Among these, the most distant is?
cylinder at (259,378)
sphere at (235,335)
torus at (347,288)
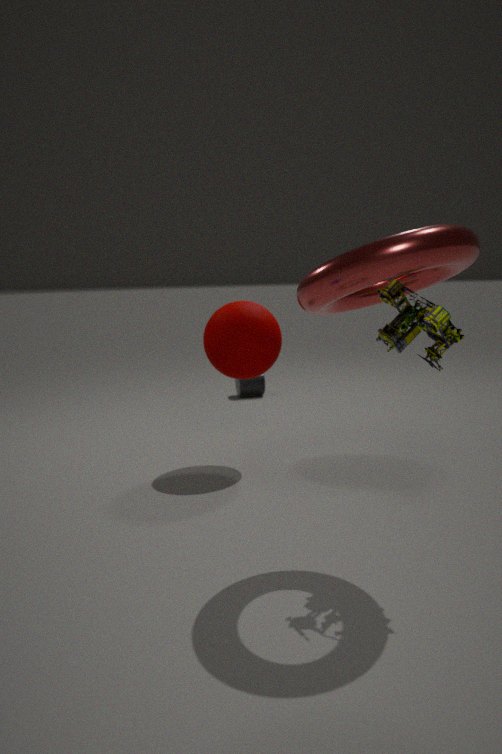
cylinder at (259,378)
